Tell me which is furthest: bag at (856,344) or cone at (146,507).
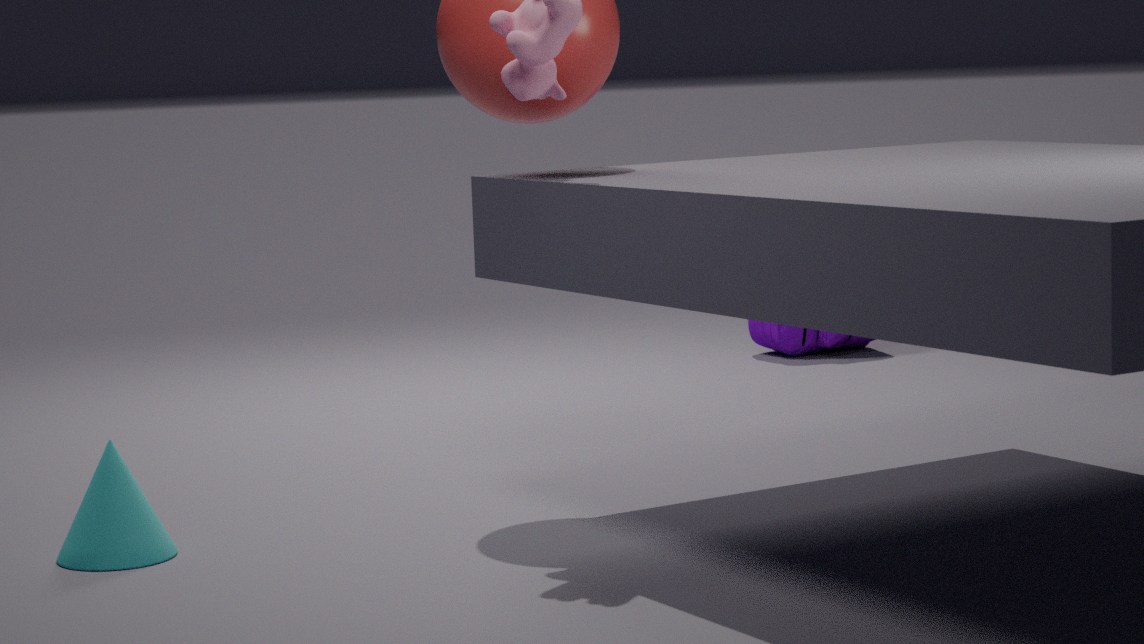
bag at (856,344)
